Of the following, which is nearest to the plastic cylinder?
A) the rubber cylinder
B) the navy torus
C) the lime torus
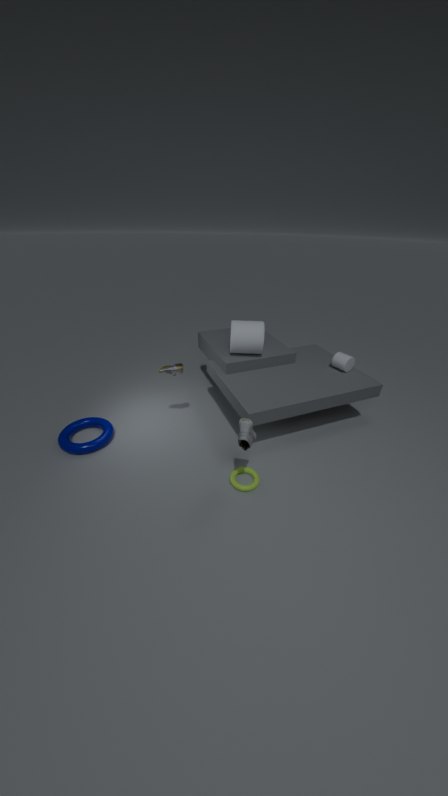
the rubber cylinder
